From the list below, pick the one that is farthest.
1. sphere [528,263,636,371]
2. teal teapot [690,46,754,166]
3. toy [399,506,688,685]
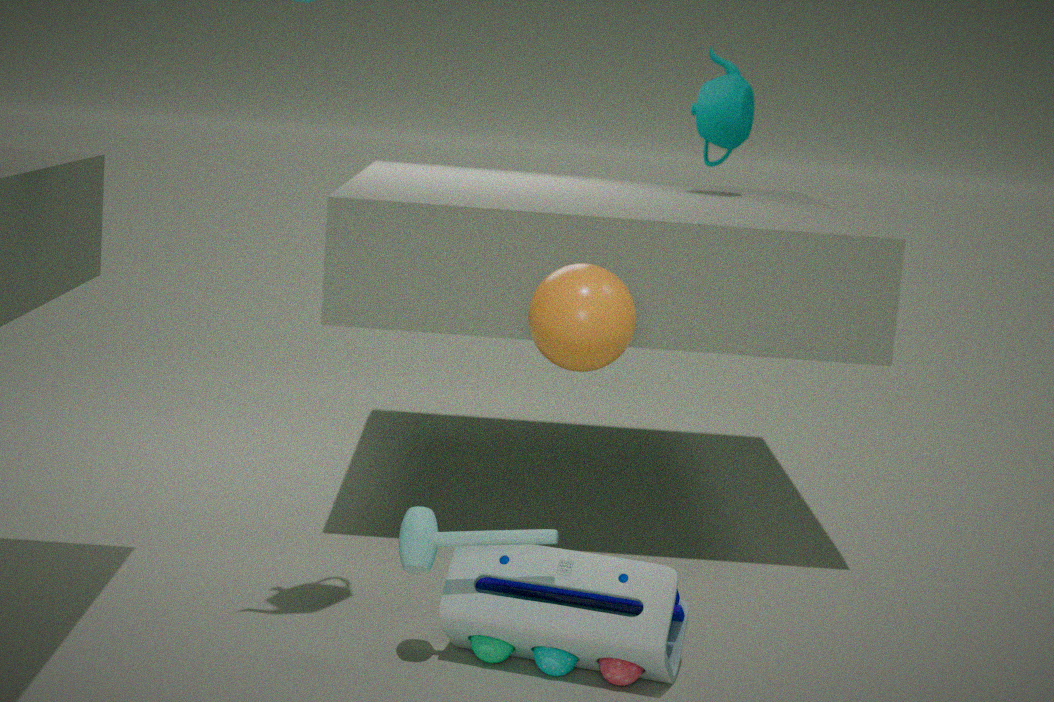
teal teapot [690,46,754,166]
